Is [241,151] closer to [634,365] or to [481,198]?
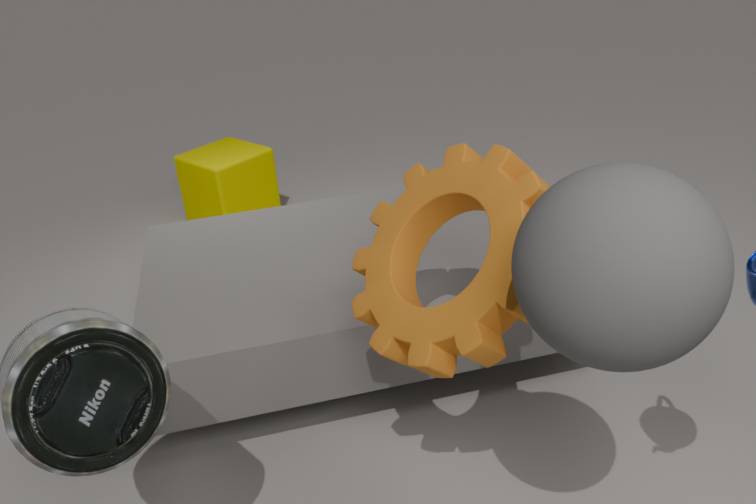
[481,198]
